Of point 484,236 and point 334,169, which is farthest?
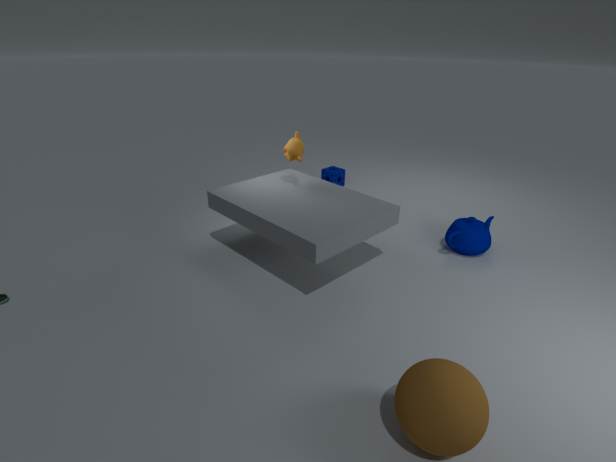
point 334,169
